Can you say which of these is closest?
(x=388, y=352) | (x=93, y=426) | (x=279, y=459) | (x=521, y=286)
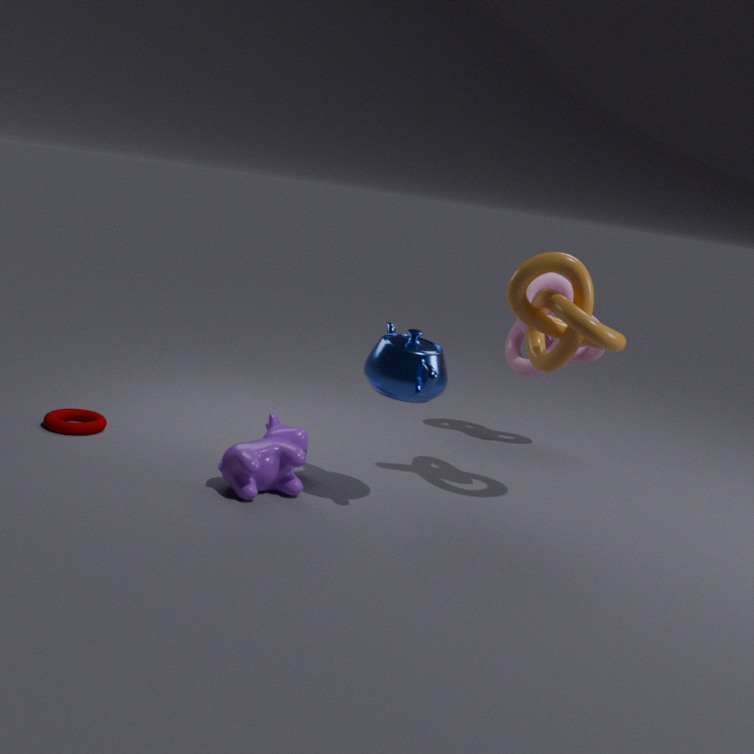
(x=388, y=352)
